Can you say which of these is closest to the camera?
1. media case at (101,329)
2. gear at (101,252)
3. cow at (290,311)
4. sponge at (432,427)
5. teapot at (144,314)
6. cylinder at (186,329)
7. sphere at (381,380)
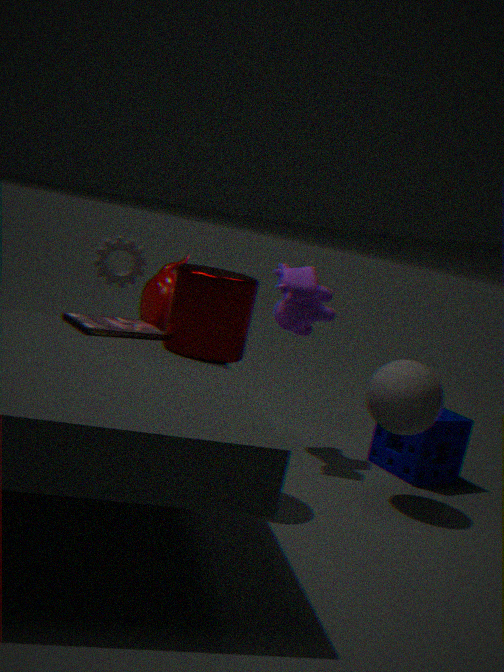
cylinder at (186,329)
